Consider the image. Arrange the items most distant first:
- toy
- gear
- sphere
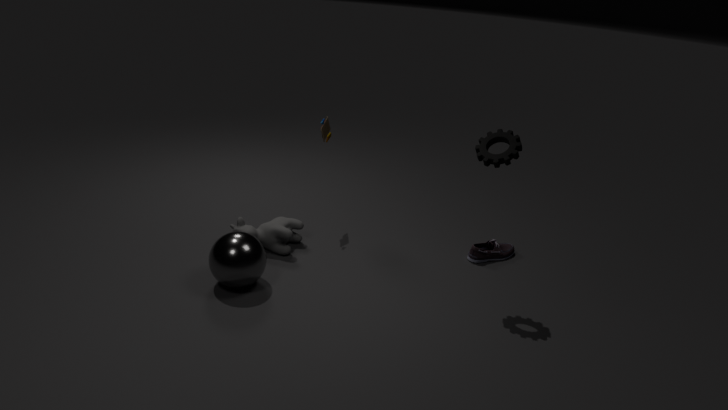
toy → sphere → gear
